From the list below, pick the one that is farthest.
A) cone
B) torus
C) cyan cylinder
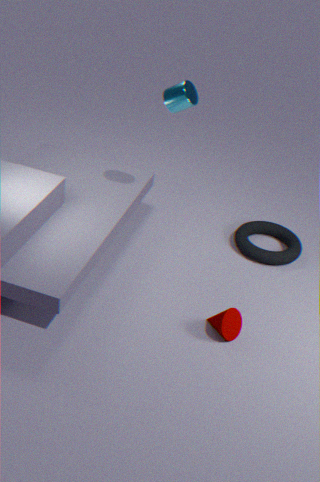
torus
